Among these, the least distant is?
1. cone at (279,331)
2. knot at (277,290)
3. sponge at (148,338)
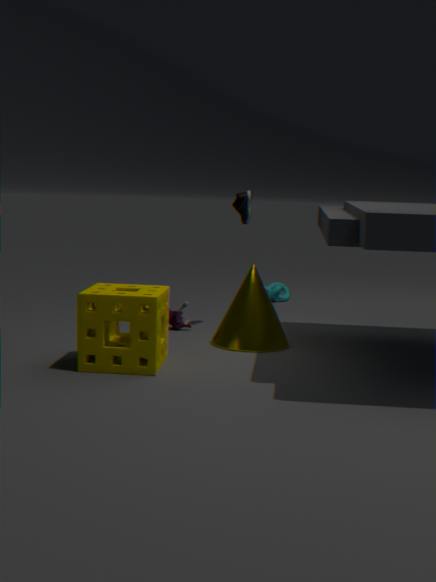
sponge at (148,338)
